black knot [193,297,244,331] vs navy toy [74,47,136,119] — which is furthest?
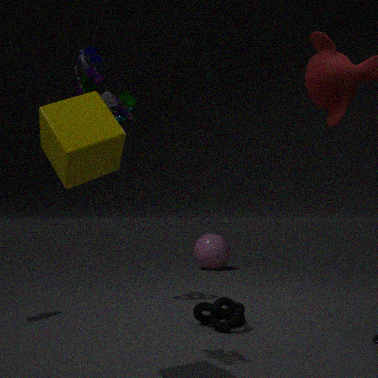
black knot [193,297,244,331]
